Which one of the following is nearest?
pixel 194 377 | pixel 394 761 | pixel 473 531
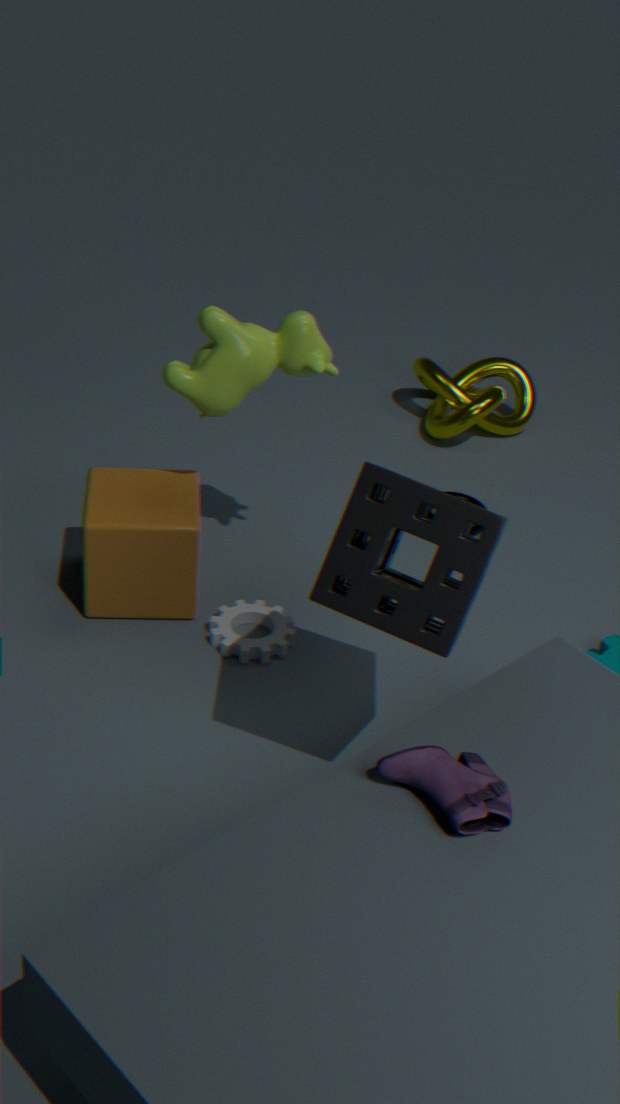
pixel 394 761
